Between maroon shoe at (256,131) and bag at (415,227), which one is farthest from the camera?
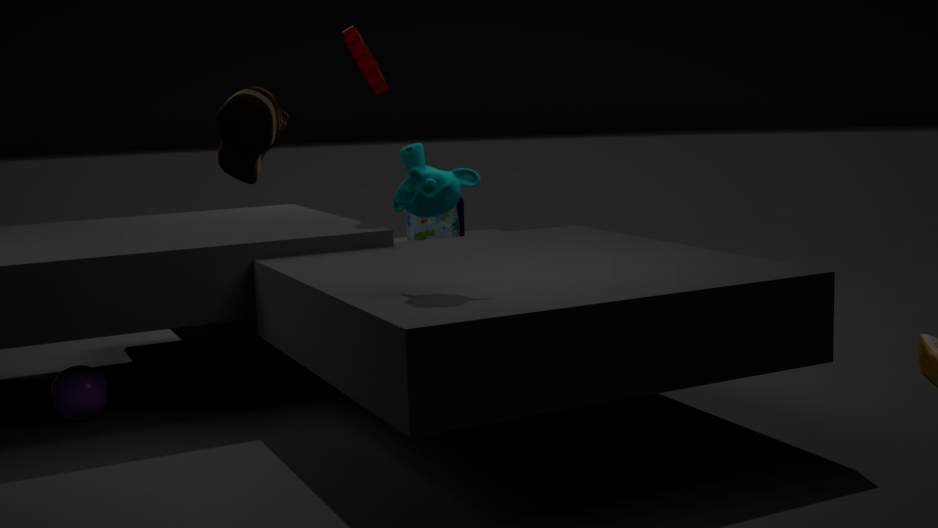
bag at (415,227)
